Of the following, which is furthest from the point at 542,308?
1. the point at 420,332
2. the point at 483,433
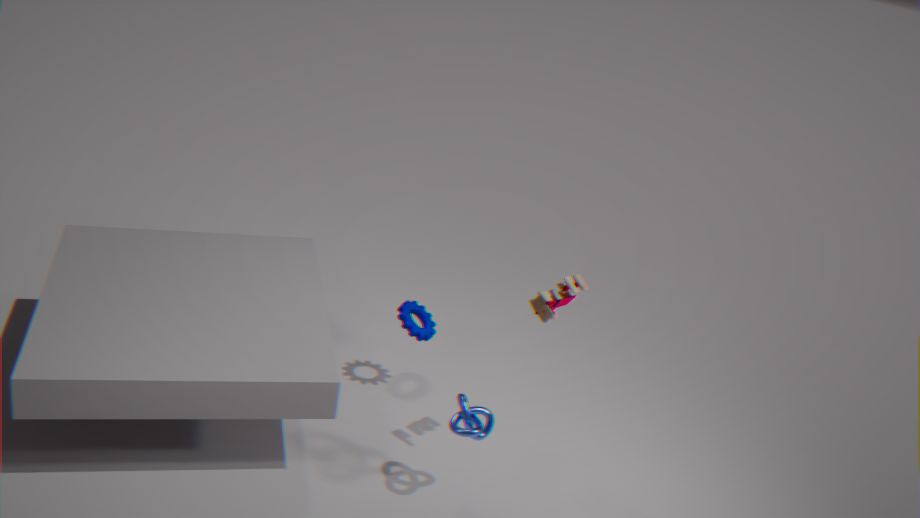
the point at 420,332
